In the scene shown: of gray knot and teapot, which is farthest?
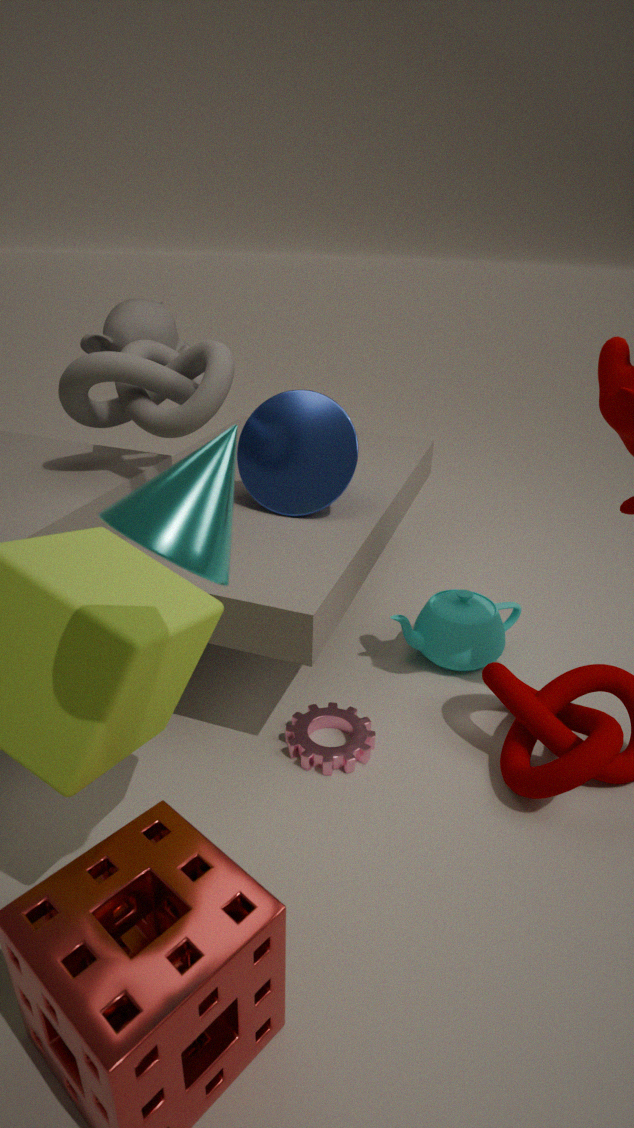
teapot
